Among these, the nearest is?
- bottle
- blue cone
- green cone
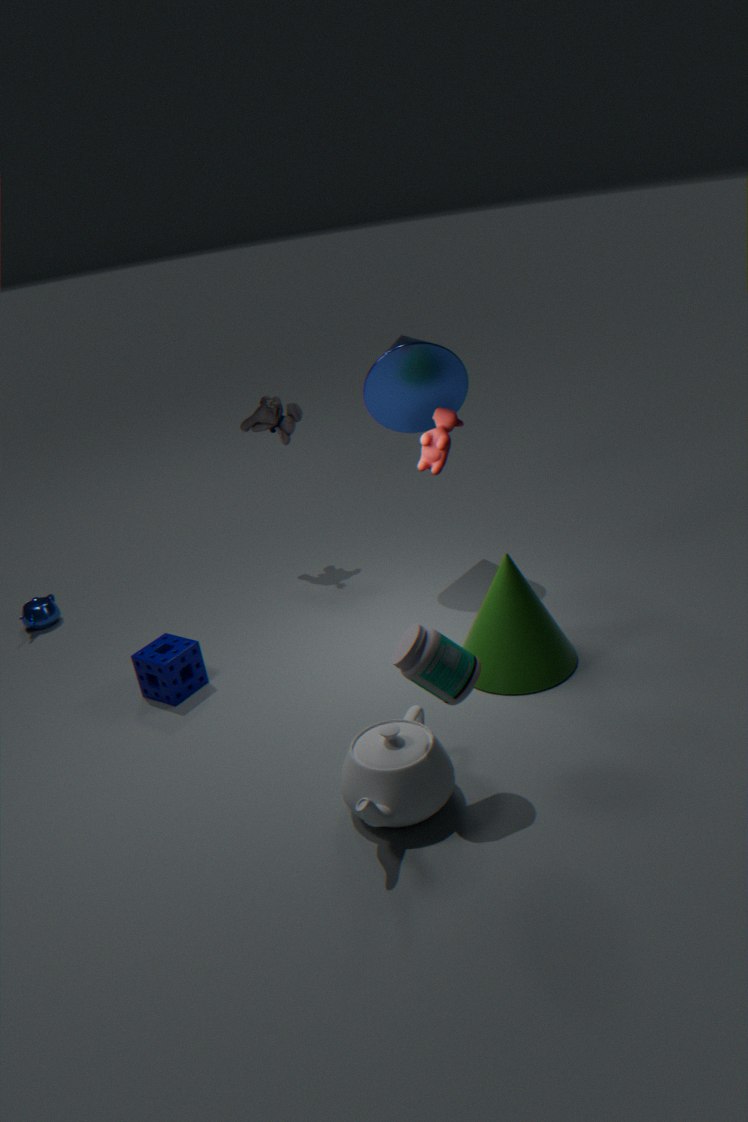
bottle
